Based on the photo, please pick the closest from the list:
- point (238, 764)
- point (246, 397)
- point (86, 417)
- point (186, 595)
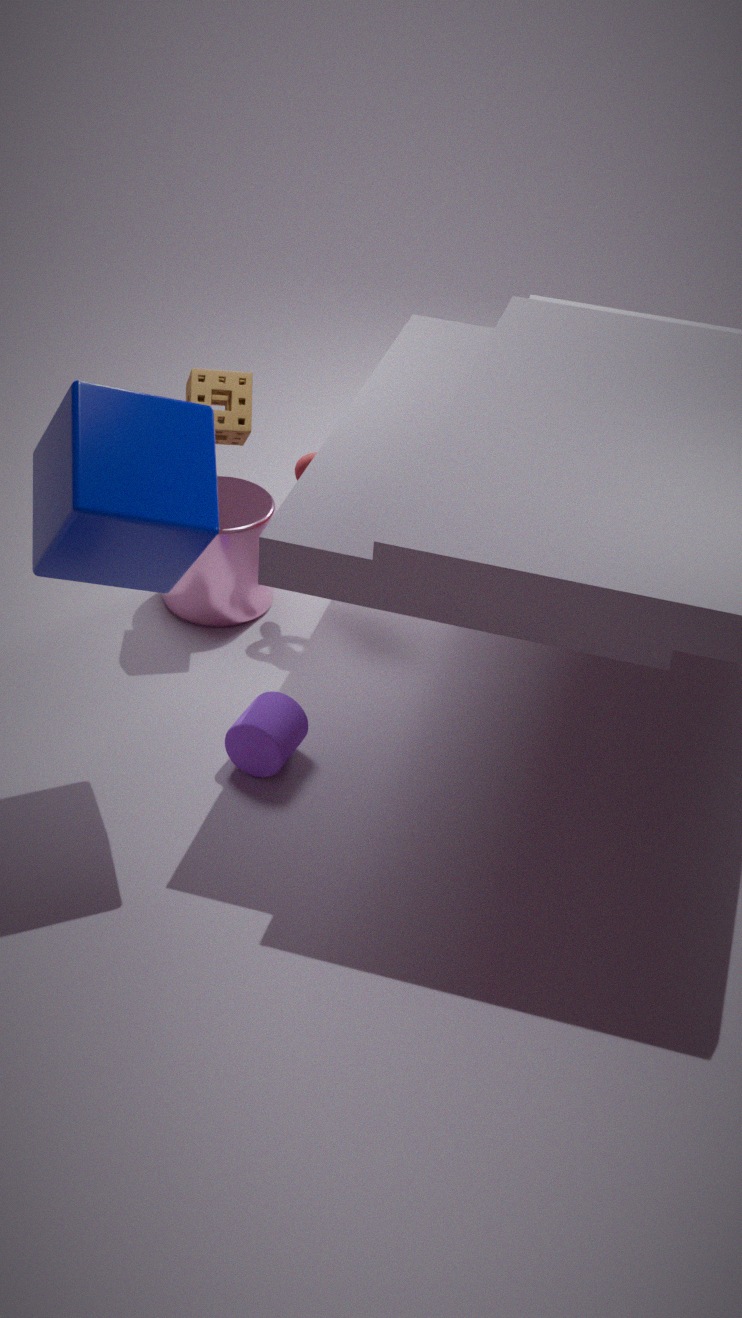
point (86, 417)
